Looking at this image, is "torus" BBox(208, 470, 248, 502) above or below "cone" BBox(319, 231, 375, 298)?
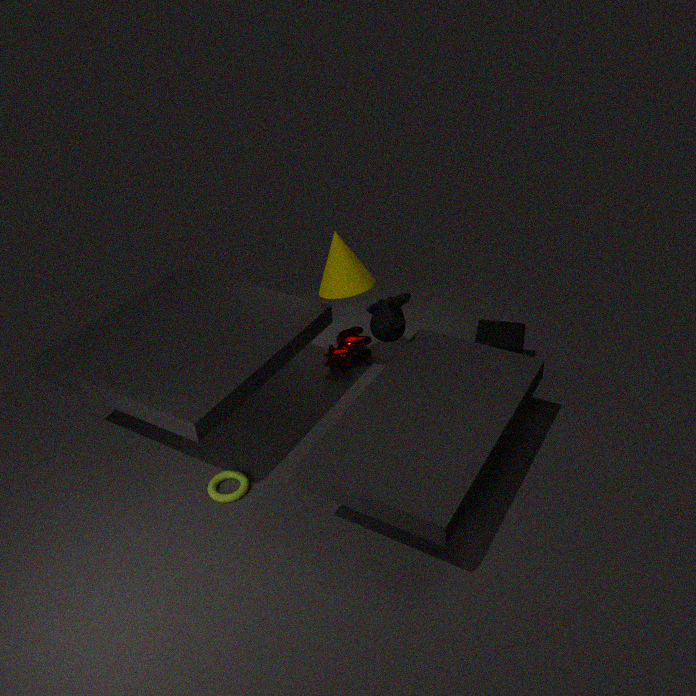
below
